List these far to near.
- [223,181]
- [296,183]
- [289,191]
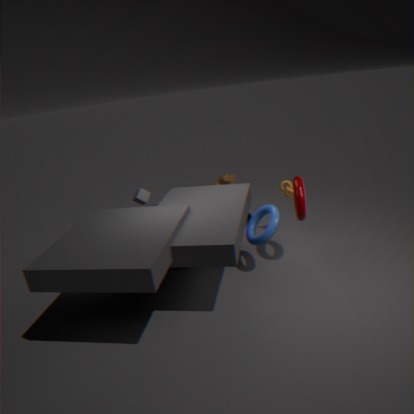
[223,181] < [289,191] < [296,183]
